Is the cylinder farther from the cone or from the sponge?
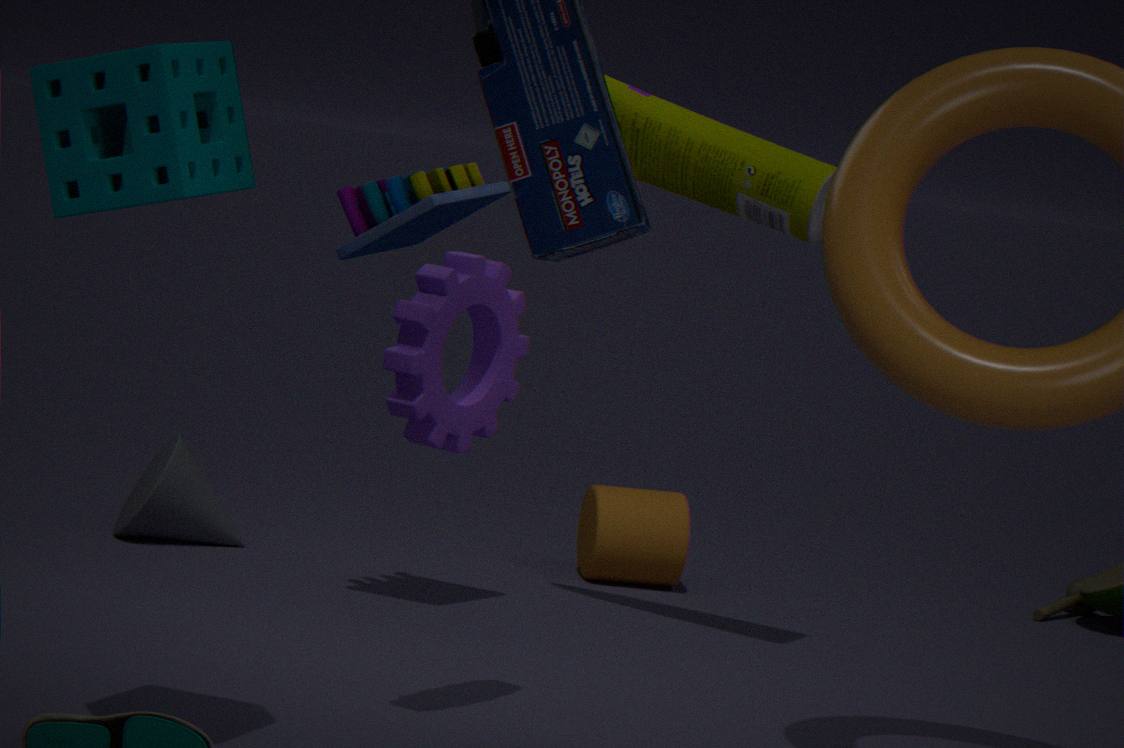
the sponge
